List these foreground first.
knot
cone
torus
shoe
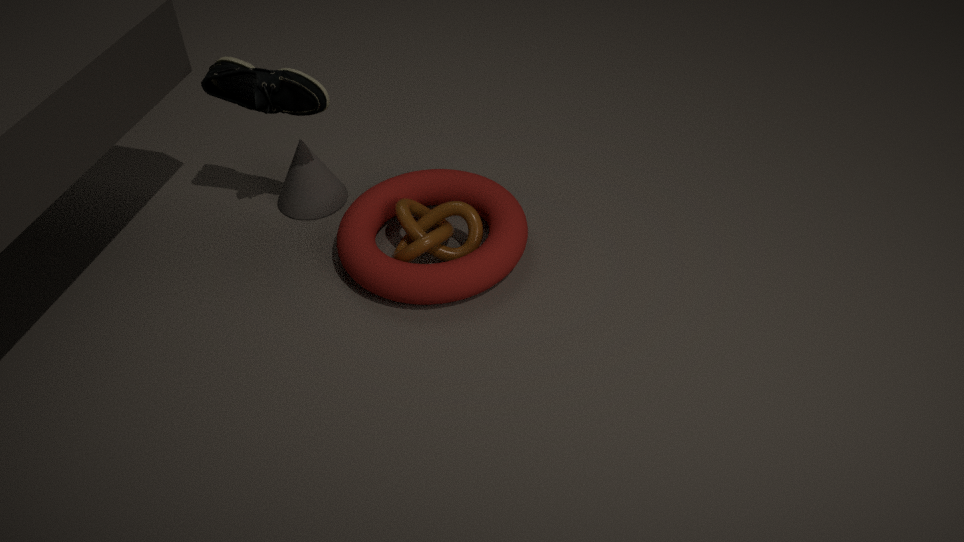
torus, knot, shoe, cone
